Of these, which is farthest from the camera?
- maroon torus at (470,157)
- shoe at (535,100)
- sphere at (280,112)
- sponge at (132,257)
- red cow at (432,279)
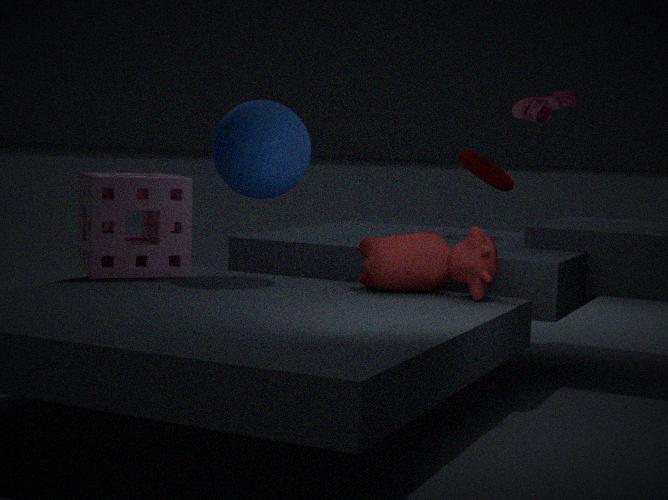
maroon torus at (470,157)
